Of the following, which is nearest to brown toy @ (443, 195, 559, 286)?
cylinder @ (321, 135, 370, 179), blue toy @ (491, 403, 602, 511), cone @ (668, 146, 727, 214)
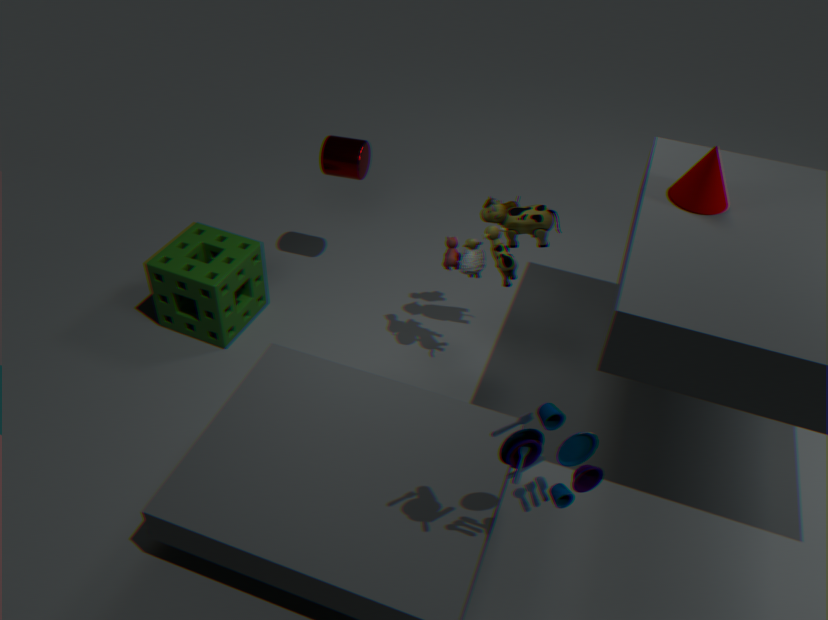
cone @ (668, 146, 727, 214)
